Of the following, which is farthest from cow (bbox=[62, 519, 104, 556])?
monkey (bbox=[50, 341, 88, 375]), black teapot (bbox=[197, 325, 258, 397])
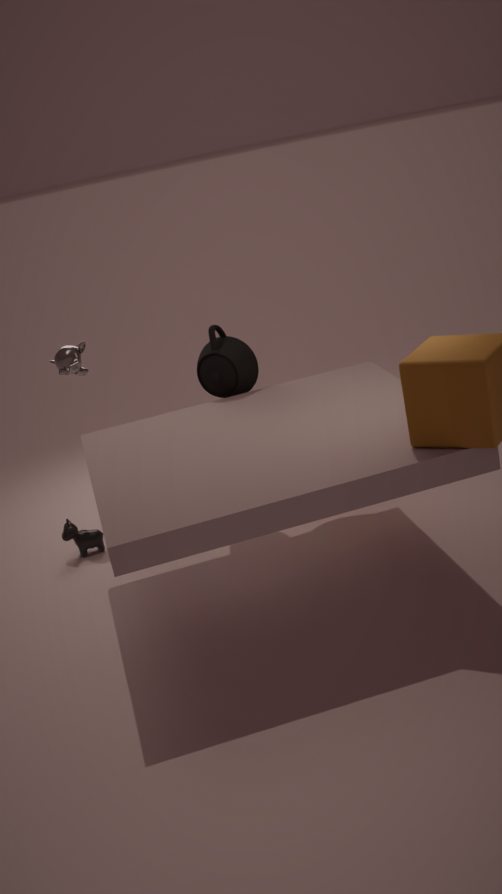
black teapot (bbox=[197, 325, 258, 397])
